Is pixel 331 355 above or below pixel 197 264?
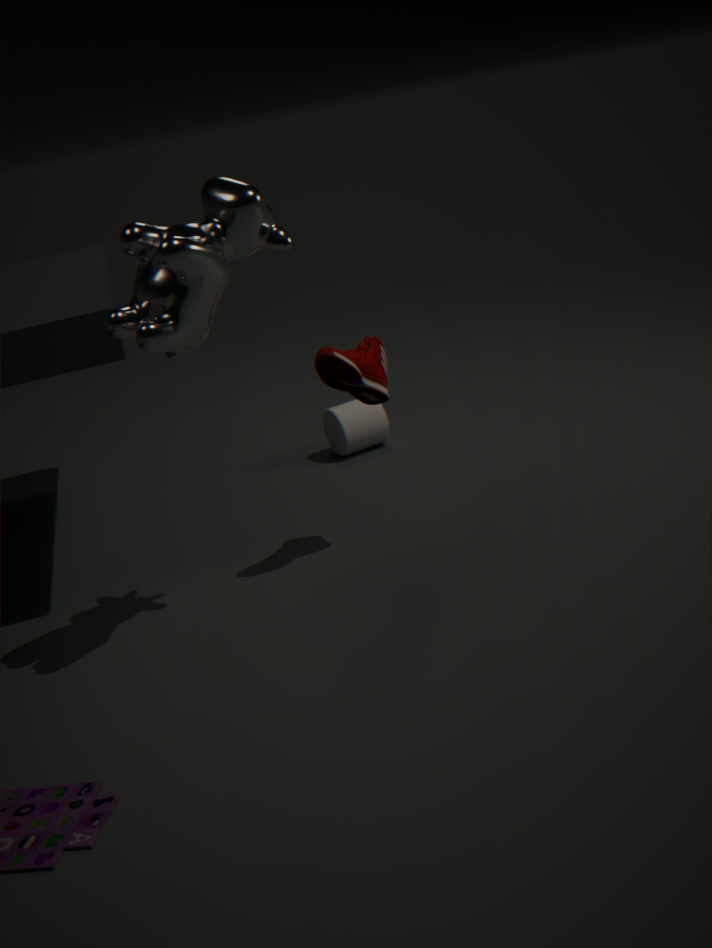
below
